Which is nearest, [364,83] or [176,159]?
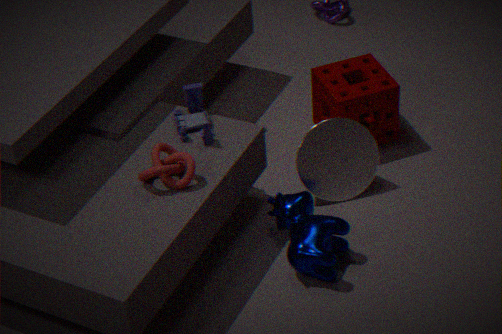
[176,159]
